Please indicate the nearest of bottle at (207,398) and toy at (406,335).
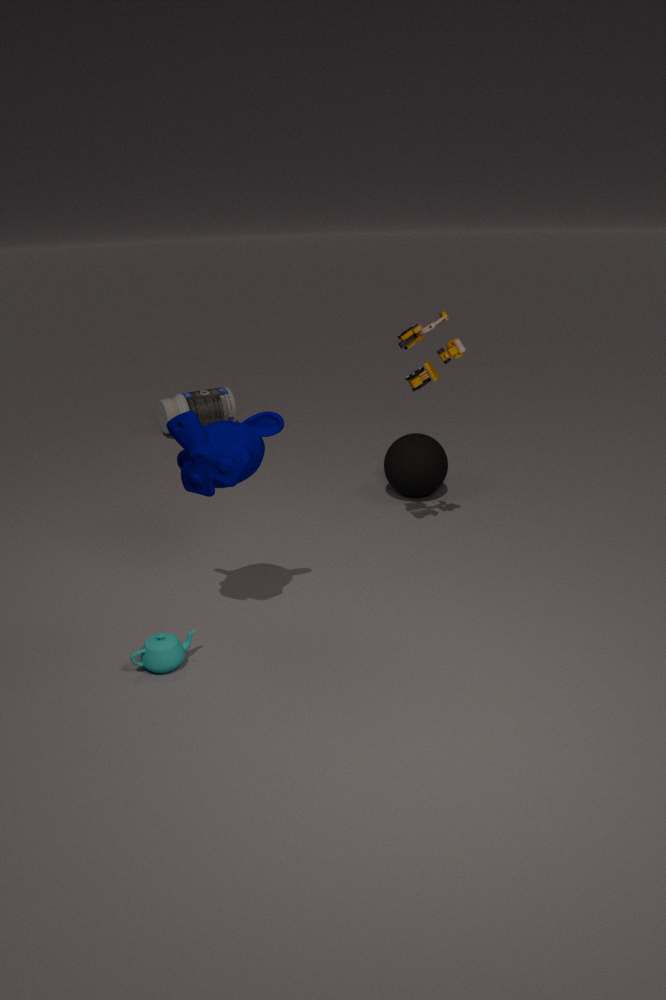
toy at (406,335)
